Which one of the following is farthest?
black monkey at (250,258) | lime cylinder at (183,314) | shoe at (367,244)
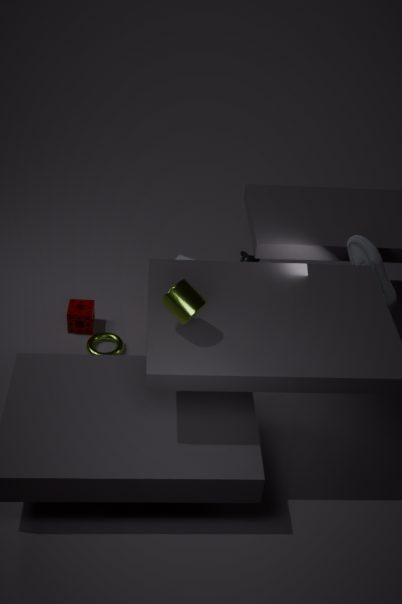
black monkey at (250,258)
